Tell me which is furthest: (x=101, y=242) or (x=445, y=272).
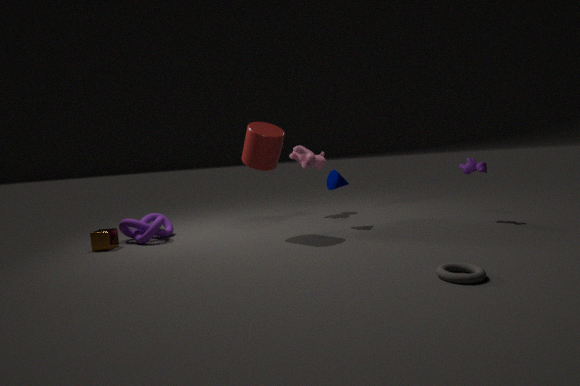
(x=101, y=242)
